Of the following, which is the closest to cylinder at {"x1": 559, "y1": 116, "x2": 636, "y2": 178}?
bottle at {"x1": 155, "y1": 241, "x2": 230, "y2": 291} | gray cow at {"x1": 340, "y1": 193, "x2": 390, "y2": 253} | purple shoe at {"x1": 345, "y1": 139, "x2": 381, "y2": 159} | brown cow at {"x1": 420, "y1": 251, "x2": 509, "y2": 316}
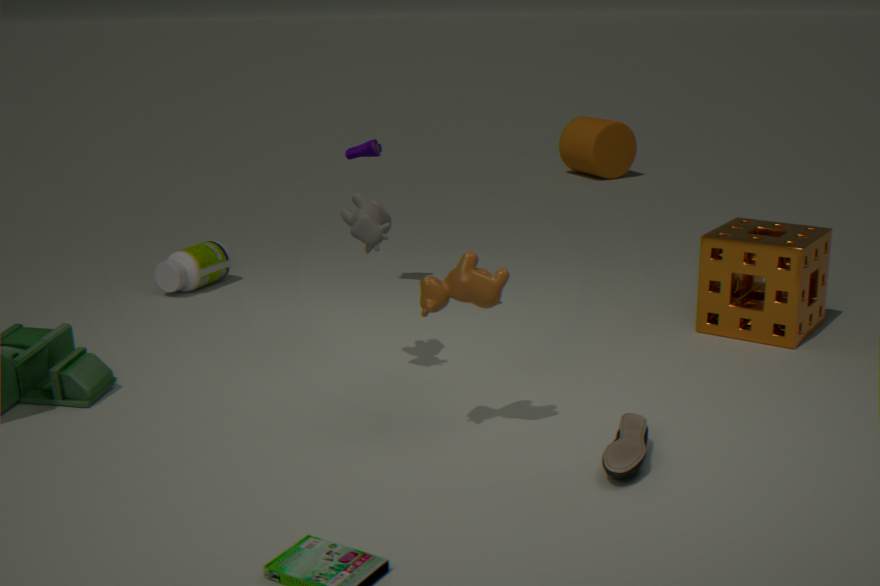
purple shoe at {"x1": 345, "y1": 139, "x2": 381, "y2": 159}
